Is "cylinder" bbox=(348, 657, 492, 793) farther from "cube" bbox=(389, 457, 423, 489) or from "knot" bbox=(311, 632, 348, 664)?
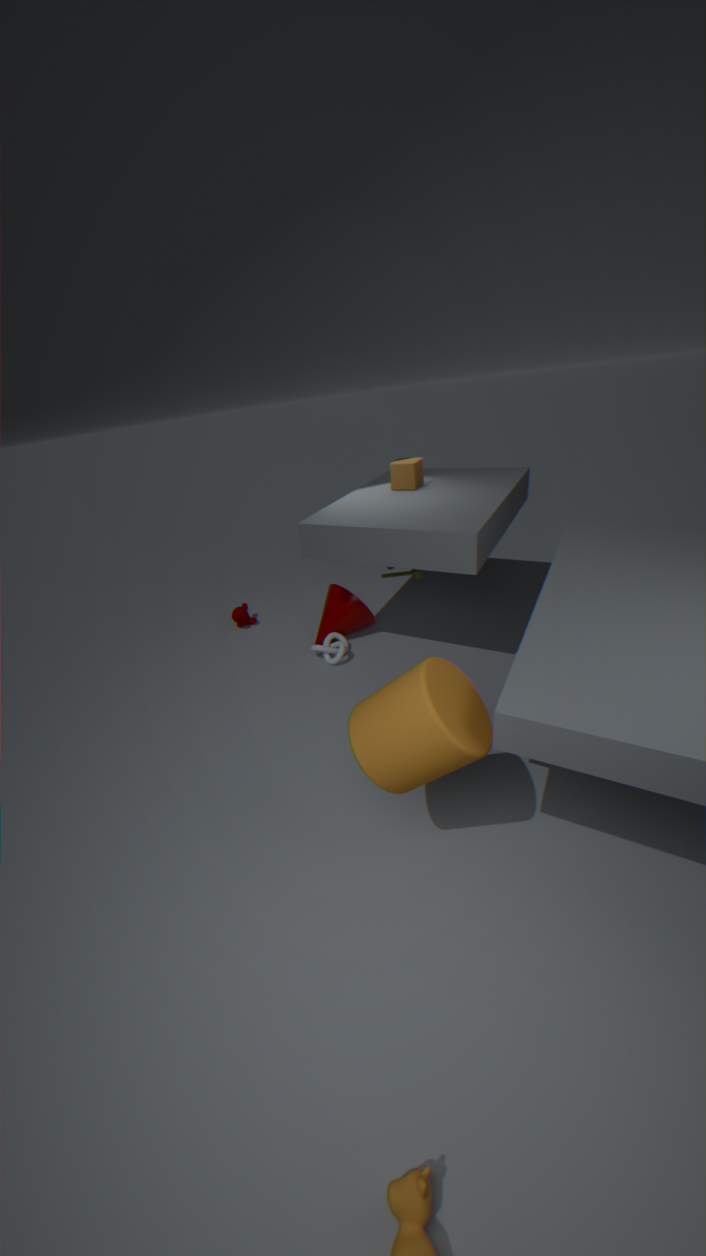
"cube" bbox=(389, 457, 423, 489)
